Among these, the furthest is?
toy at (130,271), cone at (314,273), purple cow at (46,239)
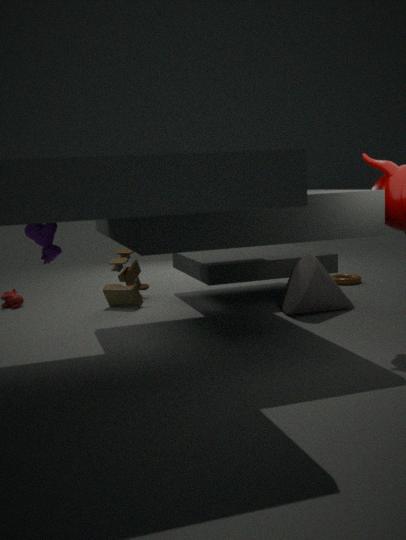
toy at (130,271)
